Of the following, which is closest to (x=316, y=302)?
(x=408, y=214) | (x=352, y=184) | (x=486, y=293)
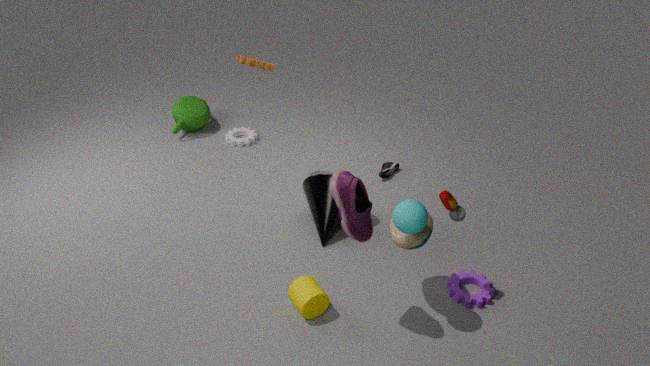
(x=352, y=184)
